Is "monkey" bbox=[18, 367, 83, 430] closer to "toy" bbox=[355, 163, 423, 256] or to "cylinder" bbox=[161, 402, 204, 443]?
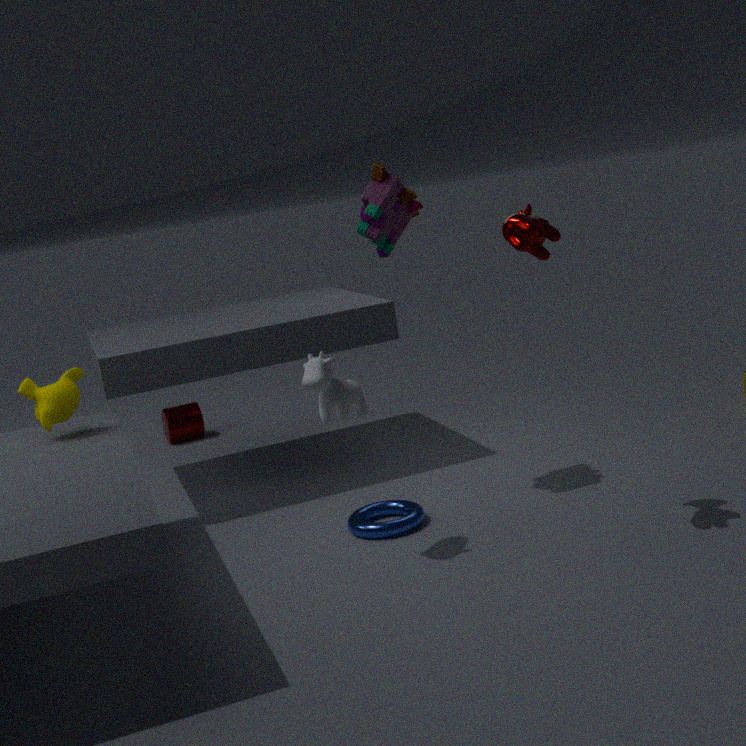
"toy" bbox=[355, 163, 423, 256]
